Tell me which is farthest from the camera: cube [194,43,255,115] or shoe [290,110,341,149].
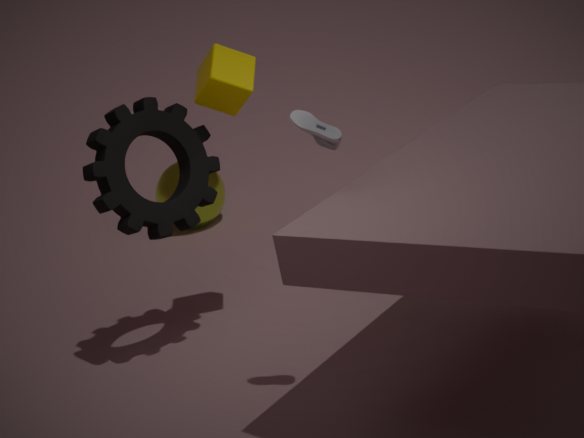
cube [194,43,255,115]
